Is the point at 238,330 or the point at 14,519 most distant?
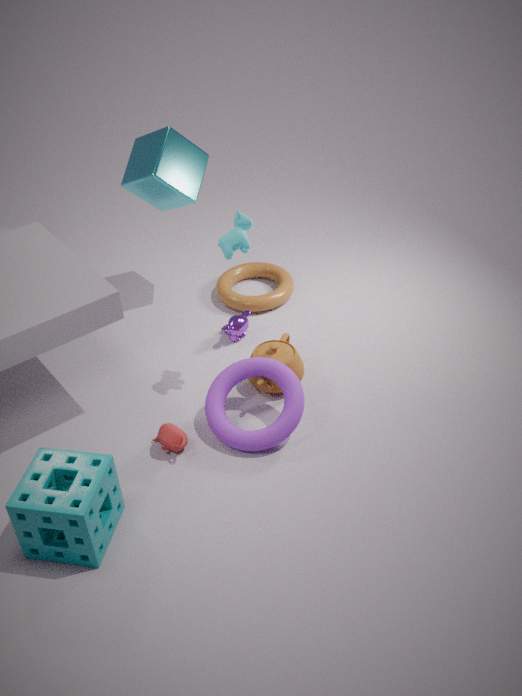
the point at 238,330
